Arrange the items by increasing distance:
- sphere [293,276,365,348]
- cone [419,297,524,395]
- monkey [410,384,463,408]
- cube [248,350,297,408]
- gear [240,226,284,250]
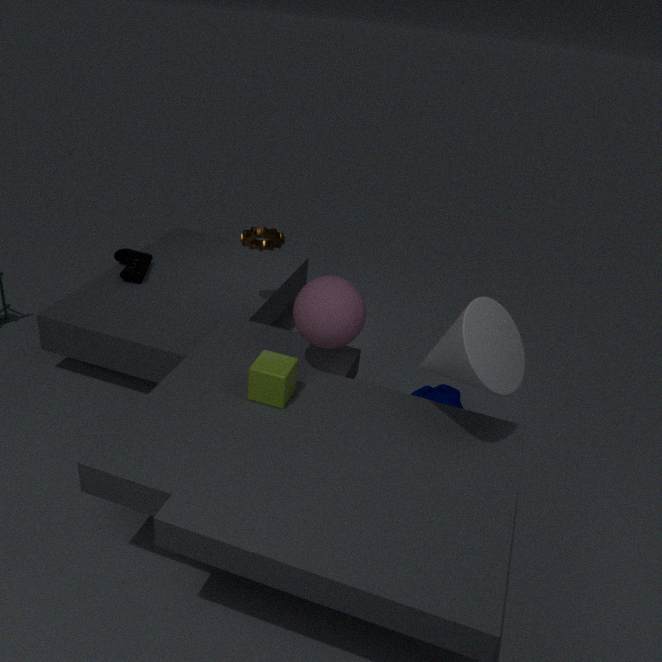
cone [419,297,524,395]
cube [248,350,297,408]
sphere [293,276,365,348]
monkey [410,384,463,408]
gear [240,226,284,250]
